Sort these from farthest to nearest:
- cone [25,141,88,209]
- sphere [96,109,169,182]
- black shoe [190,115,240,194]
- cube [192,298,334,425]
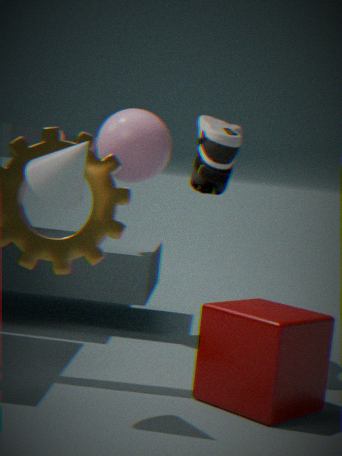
1. sphere [96,109,169,182]
2. black shoe [190,115,240,194]
3. cube [192,298,334,425]
4. cone [25,141,88,209]
